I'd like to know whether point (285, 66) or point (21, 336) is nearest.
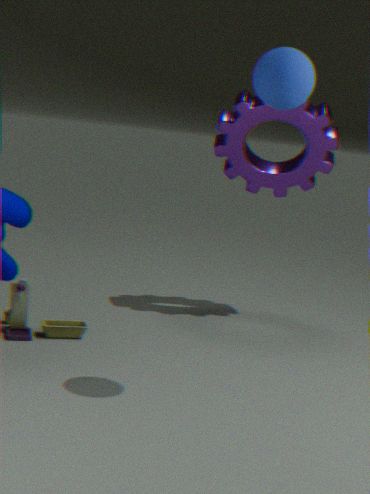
point (285, 66)
